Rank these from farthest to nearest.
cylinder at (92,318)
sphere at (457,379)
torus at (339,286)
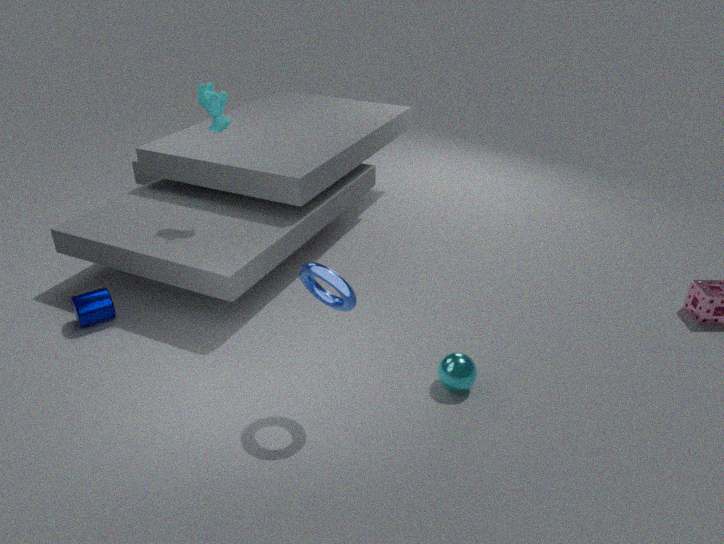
1. cylinder at (92,318)
2. sphere at (457,379)
3. torus at (339,286)
